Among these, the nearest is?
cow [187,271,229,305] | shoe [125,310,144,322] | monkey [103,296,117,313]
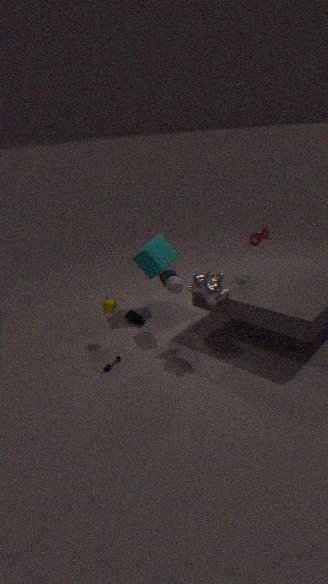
cow [187,271,229,305]
